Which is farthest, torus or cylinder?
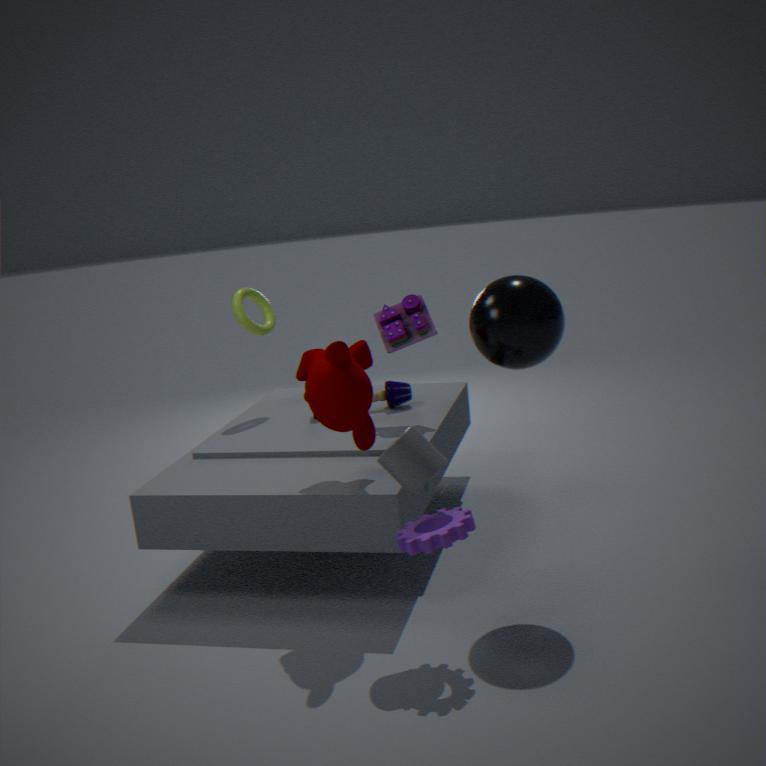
torus
